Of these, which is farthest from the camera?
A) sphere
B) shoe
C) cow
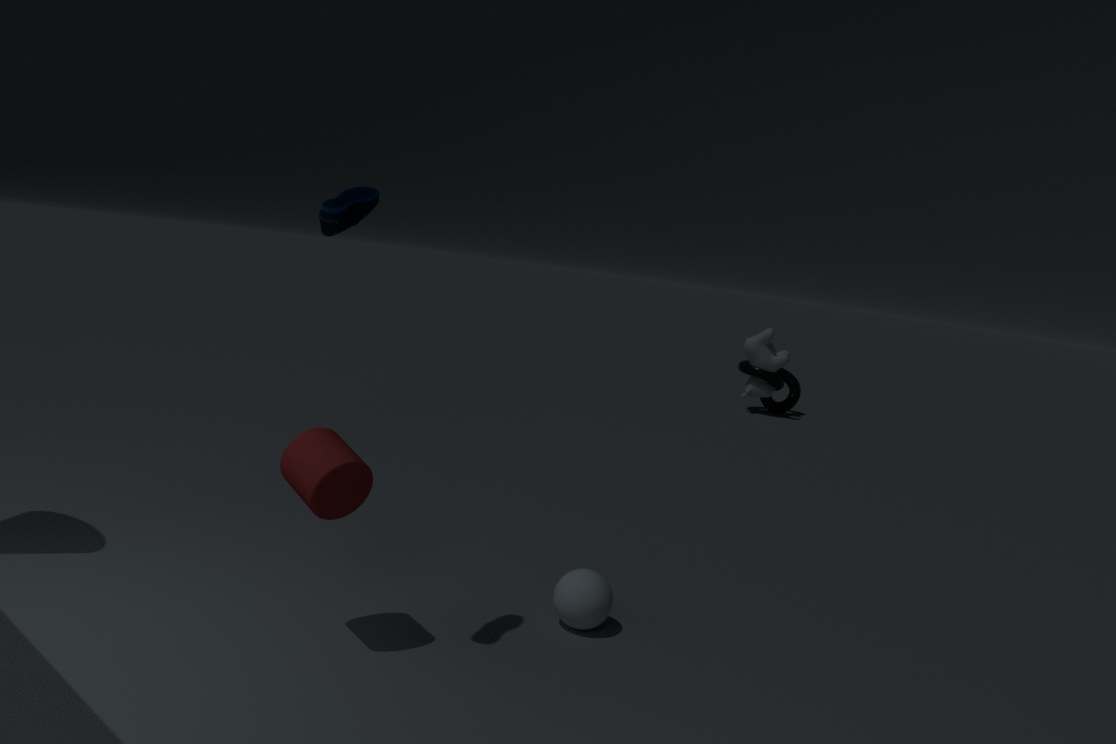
cow
